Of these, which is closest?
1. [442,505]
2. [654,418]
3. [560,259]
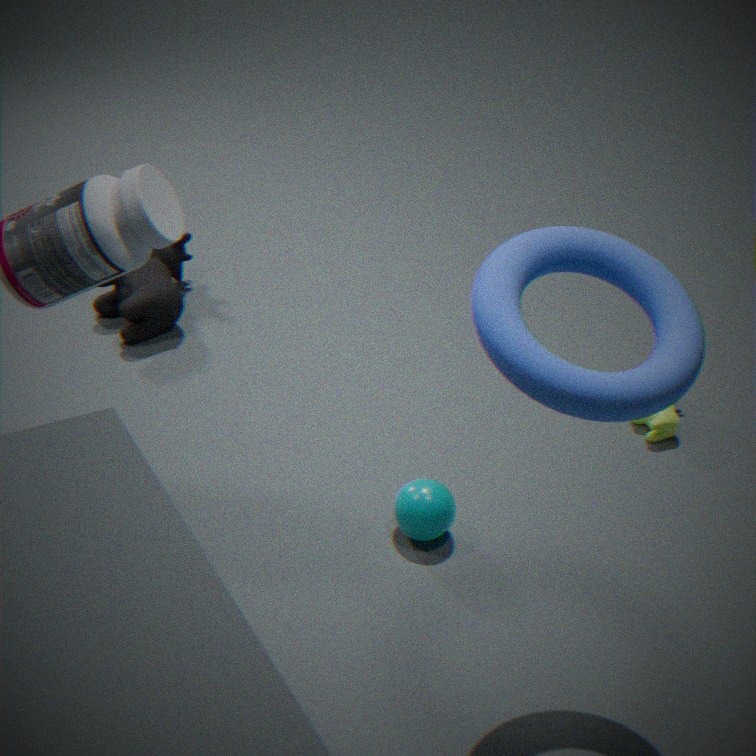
[560,259]
